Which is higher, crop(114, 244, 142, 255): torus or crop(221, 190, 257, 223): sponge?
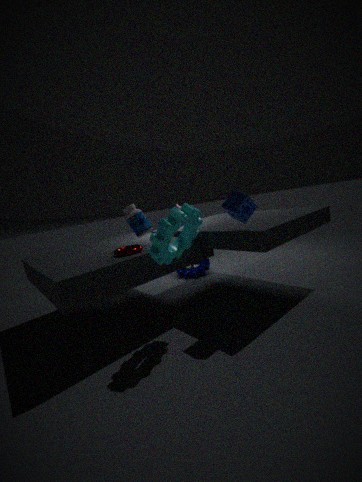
crop(221, 190, 257, 223): sponge
